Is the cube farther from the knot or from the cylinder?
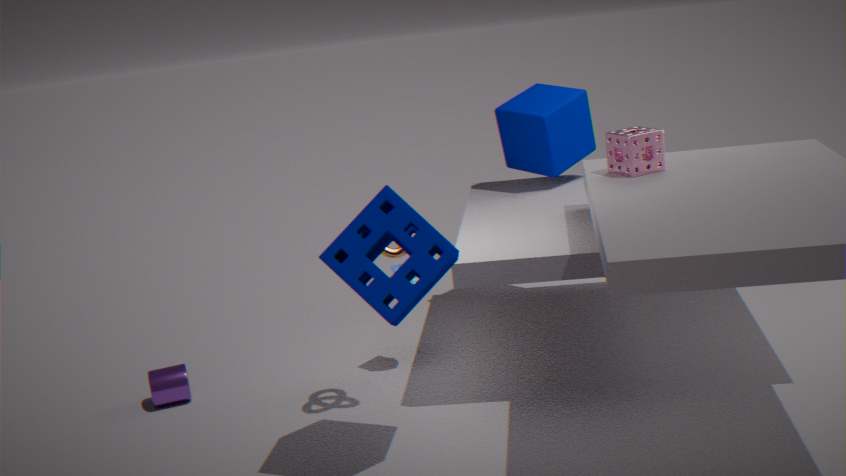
the cylinder
